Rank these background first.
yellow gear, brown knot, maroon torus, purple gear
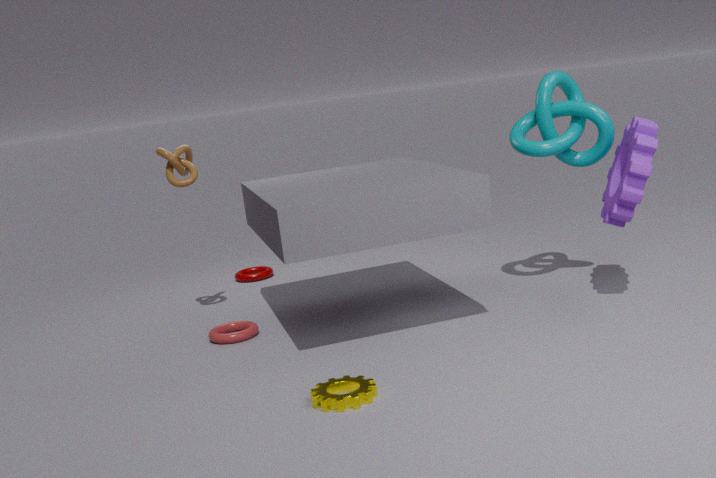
maroon torus
brown knot
purple gear
yellow gear
